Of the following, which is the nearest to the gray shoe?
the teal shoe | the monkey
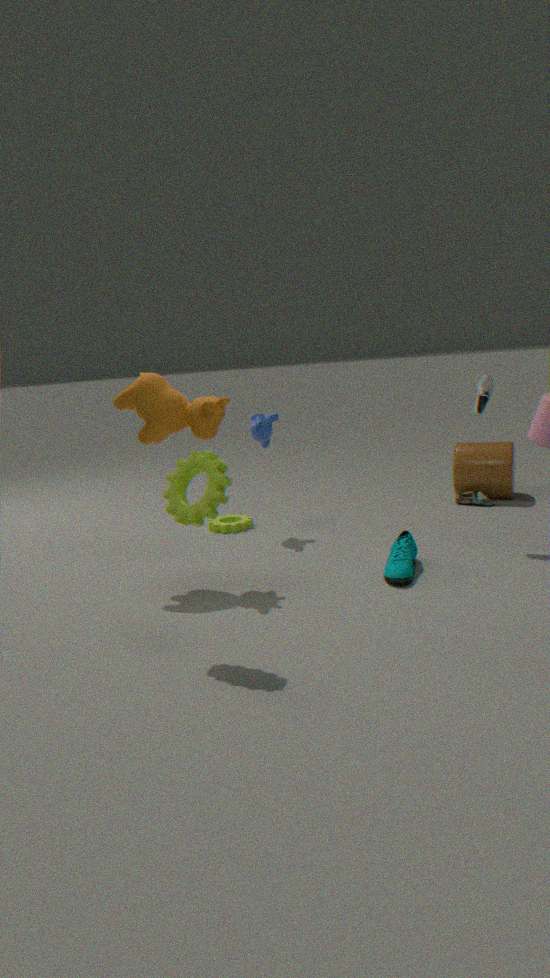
the teal shoe
